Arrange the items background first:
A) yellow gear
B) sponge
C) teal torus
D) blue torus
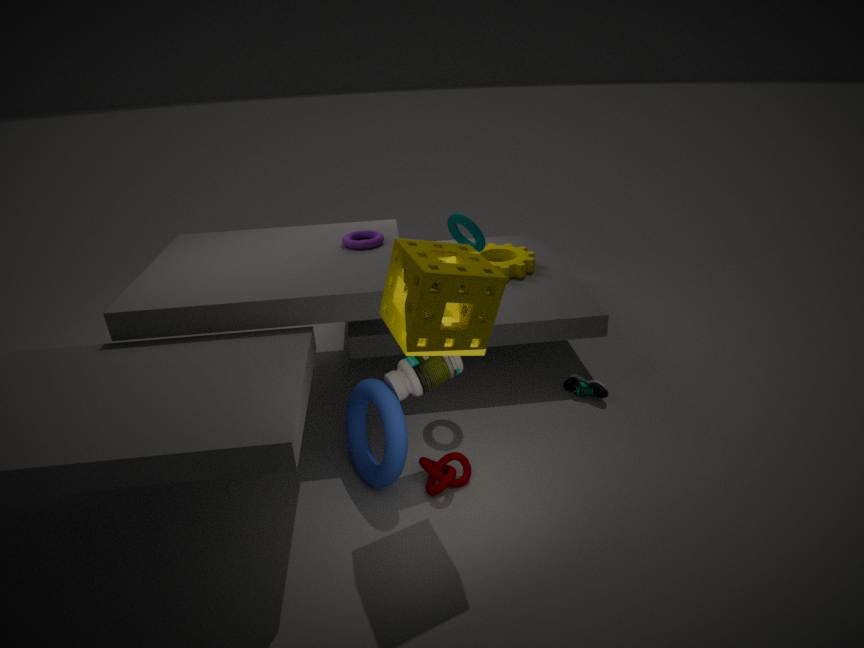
yellow gear < teal torus < blue torus < sponge
